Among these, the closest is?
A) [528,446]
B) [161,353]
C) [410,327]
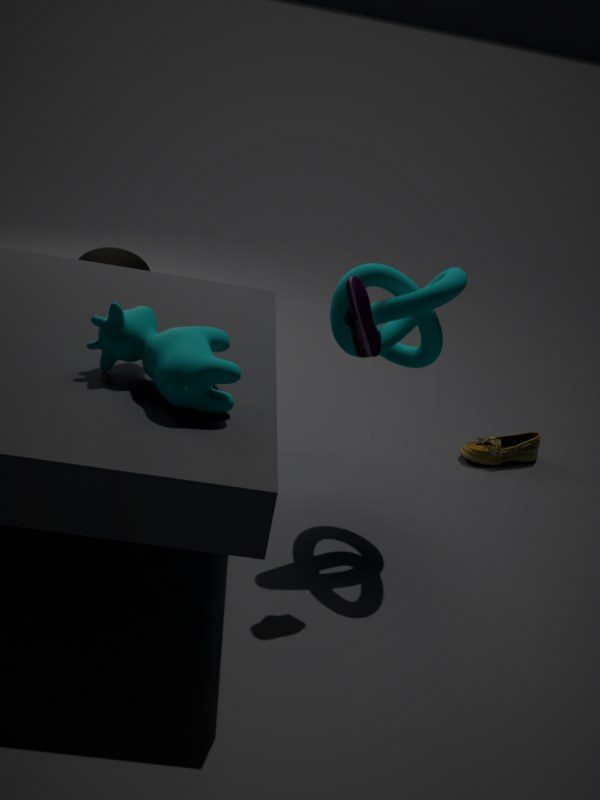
[161,353]
